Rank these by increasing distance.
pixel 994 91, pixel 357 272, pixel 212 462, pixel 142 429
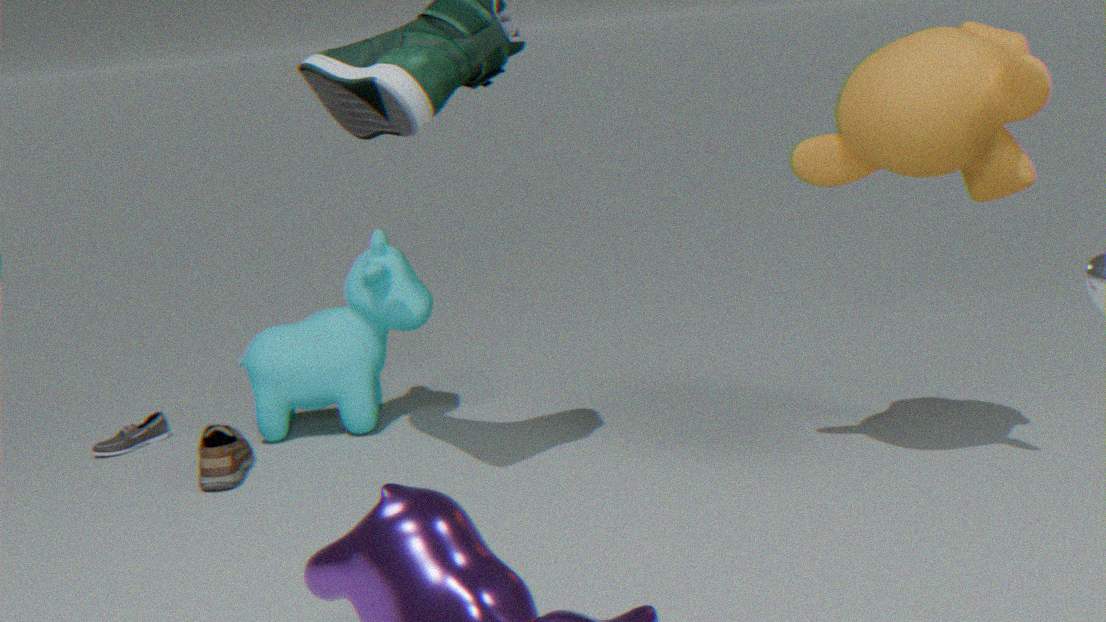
1. pixel 994 91
2. pixel 212 462
3. pixel 357 272
4. pixel 142 429
